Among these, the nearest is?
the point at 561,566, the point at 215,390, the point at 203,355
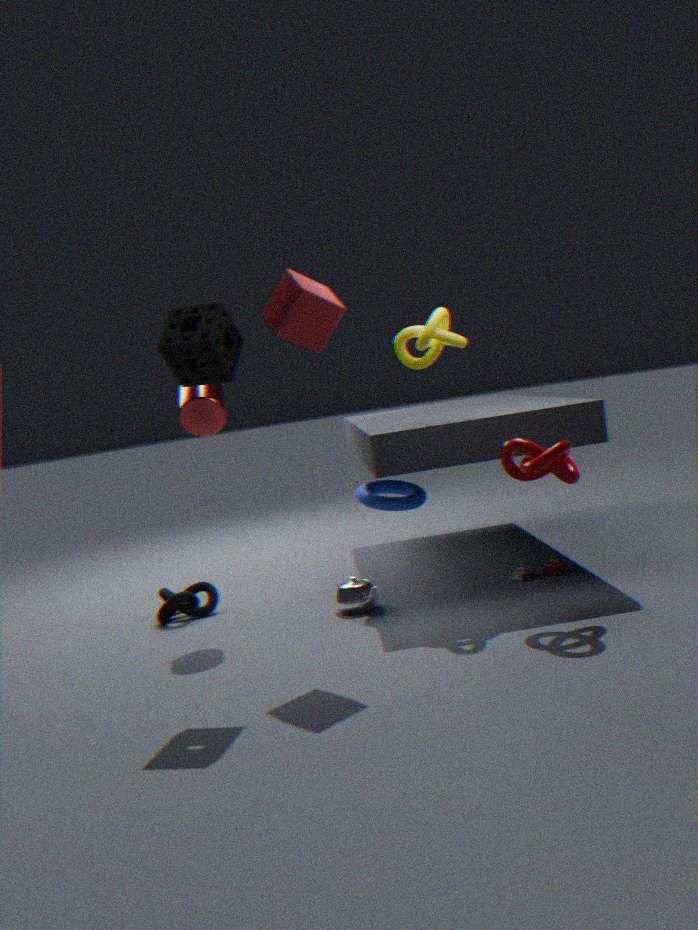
the point at 203,355
